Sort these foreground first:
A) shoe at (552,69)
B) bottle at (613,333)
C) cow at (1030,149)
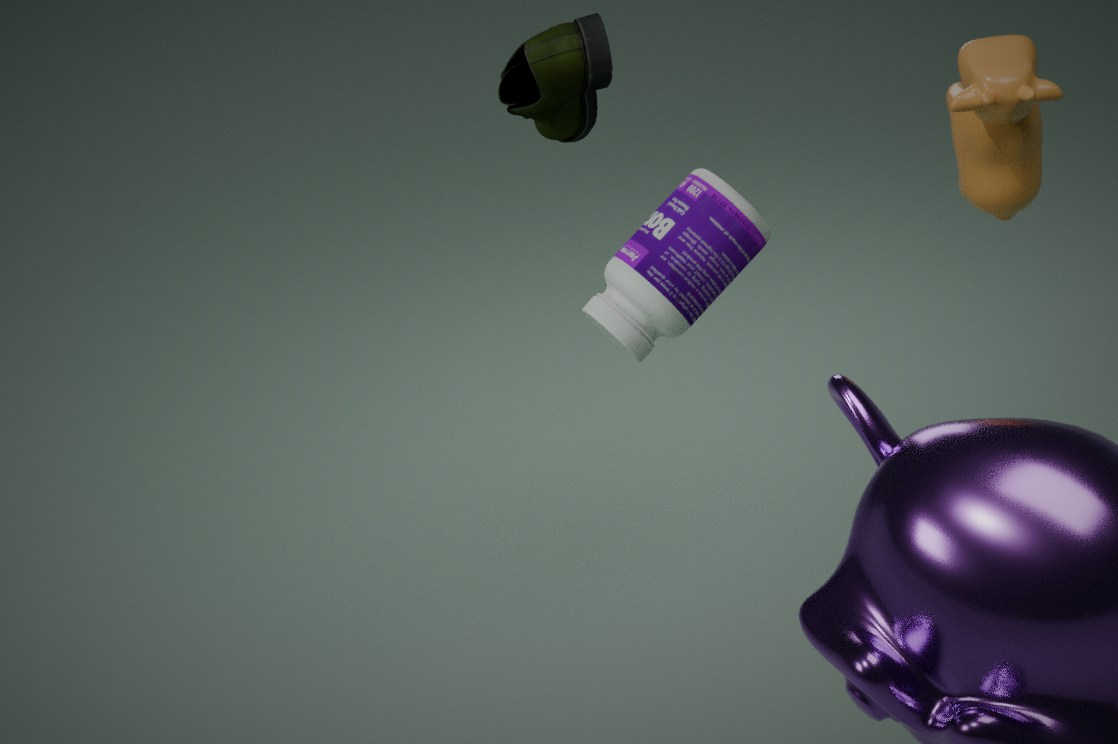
A. shoe at (552,69) → C. cow at (1030,149) → B. bottle at (613,333)
